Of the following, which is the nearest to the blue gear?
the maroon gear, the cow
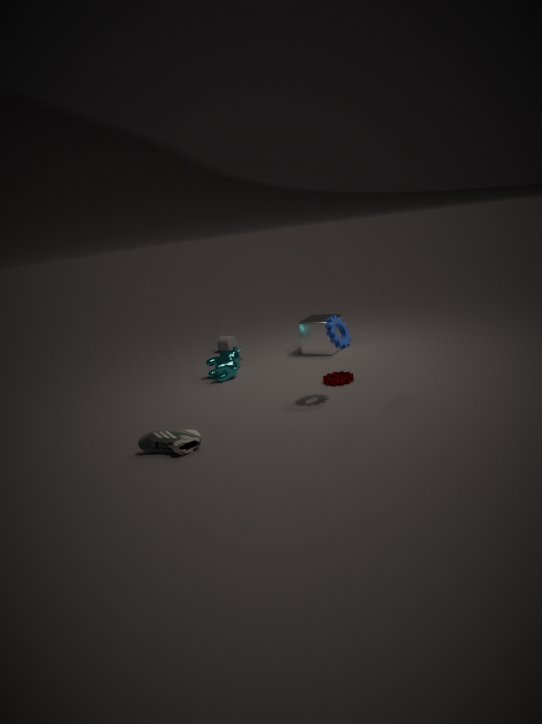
the maroon gear
